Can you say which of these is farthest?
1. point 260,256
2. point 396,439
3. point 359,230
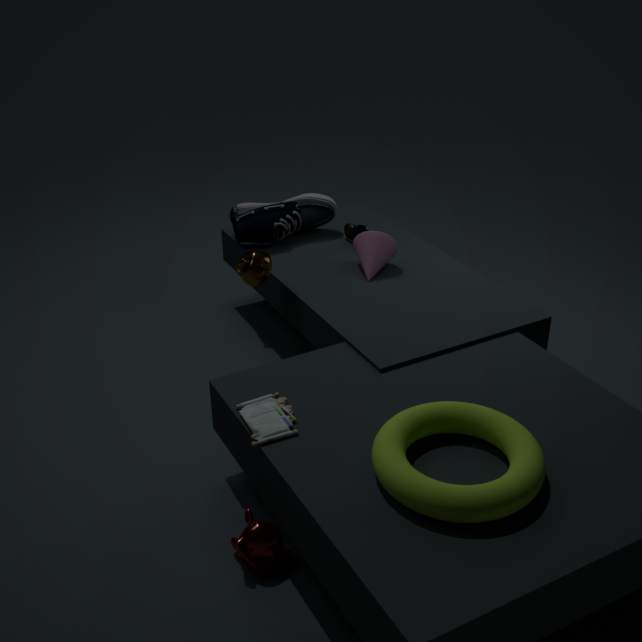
point 359,230
